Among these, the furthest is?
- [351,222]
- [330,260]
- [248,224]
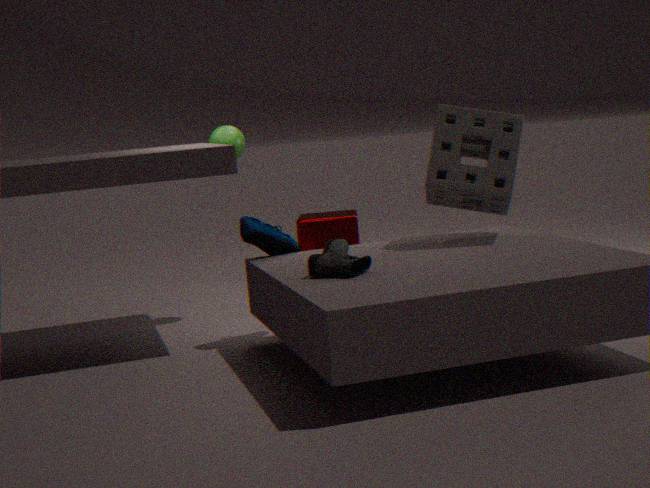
[351,222]
